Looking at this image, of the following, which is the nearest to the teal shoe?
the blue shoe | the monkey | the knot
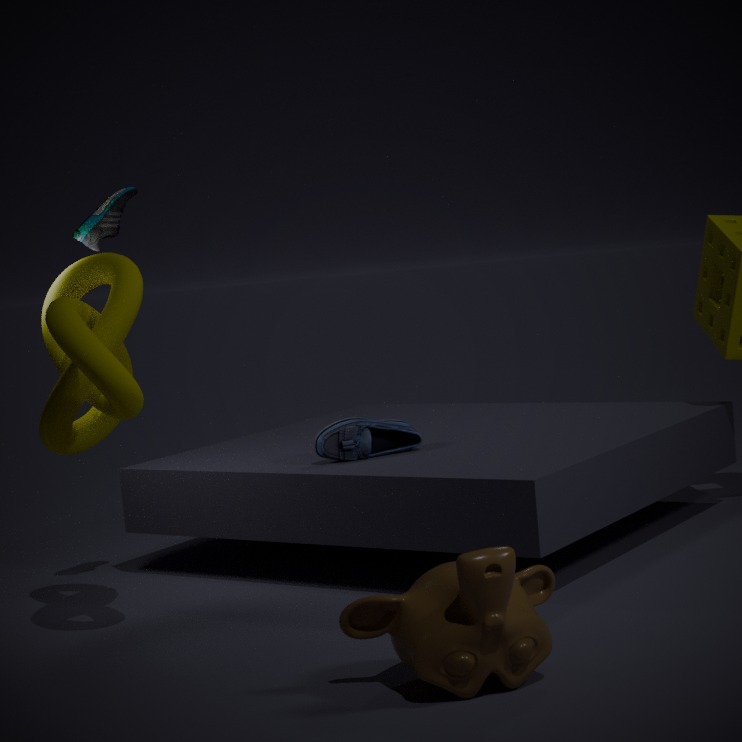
the knot
